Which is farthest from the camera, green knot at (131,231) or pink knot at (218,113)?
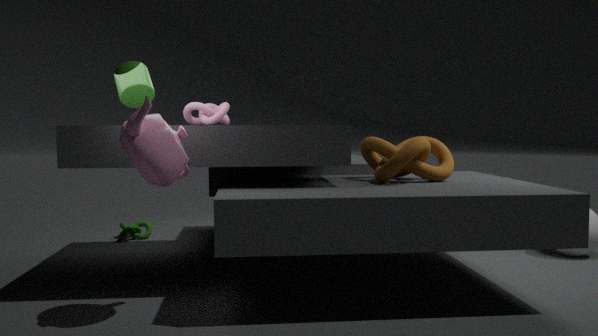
green knot at (131,231)
